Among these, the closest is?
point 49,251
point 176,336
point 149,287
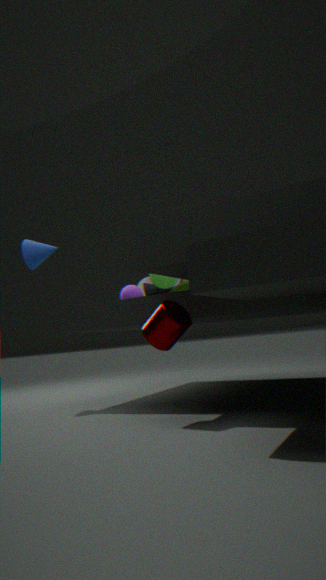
point 176,336
